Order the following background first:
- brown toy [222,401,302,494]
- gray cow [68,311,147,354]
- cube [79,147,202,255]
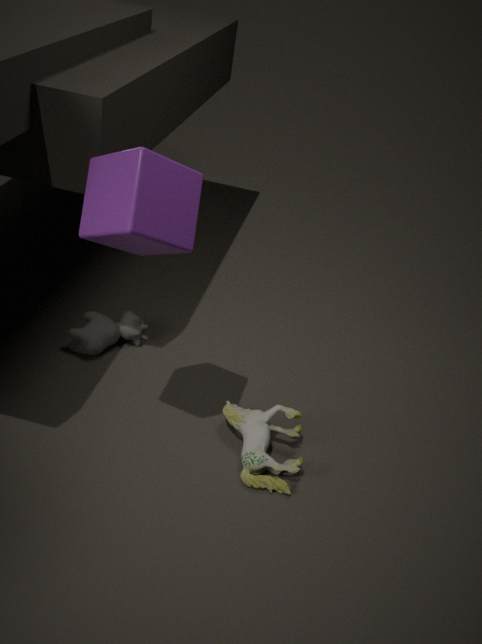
1. gray cow [68,311,147,354]
2. brown toy [222,401,302,494]
3. cube [79,147,202,255]
